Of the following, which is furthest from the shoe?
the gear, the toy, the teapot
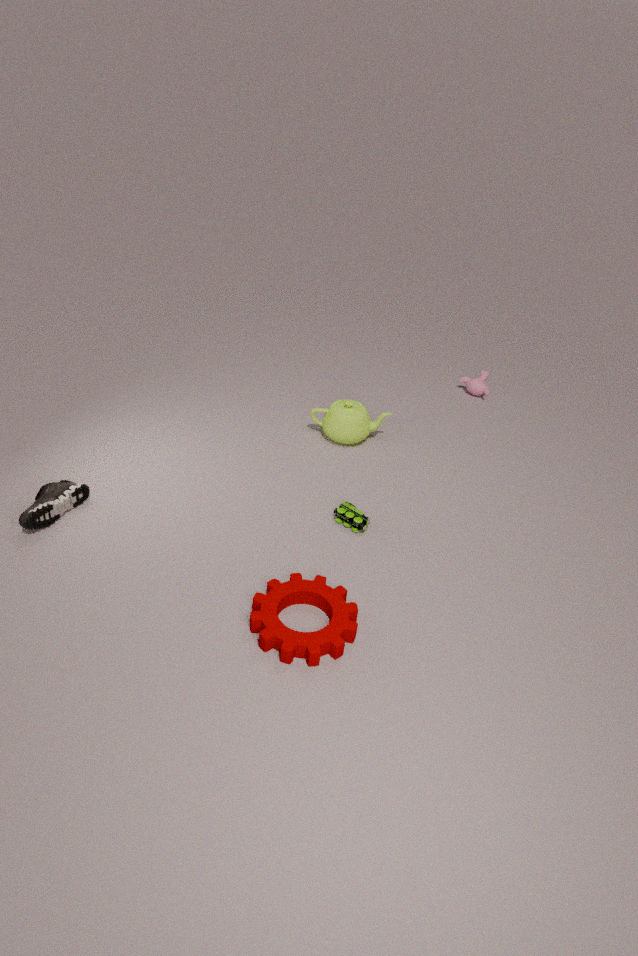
the teapot
